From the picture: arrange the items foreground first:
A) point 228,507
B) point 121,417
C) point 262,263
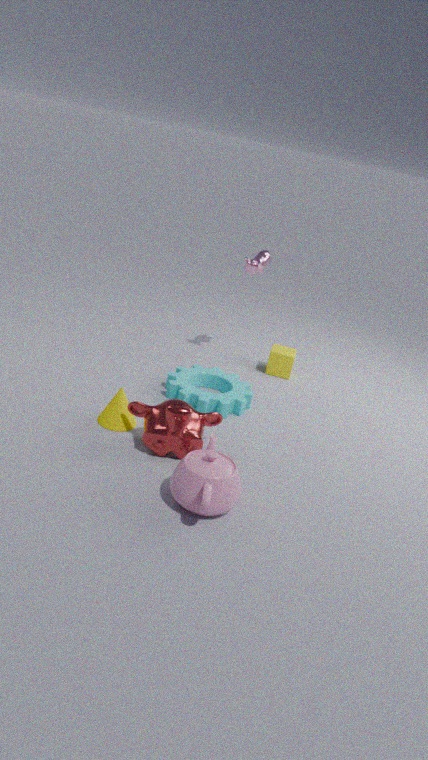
point 228,507, point 121,417, point 262,263
